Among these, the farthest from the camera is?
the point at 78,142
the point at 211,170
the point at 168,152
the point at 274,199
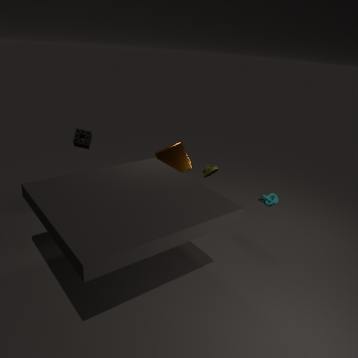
the point at 274,199
